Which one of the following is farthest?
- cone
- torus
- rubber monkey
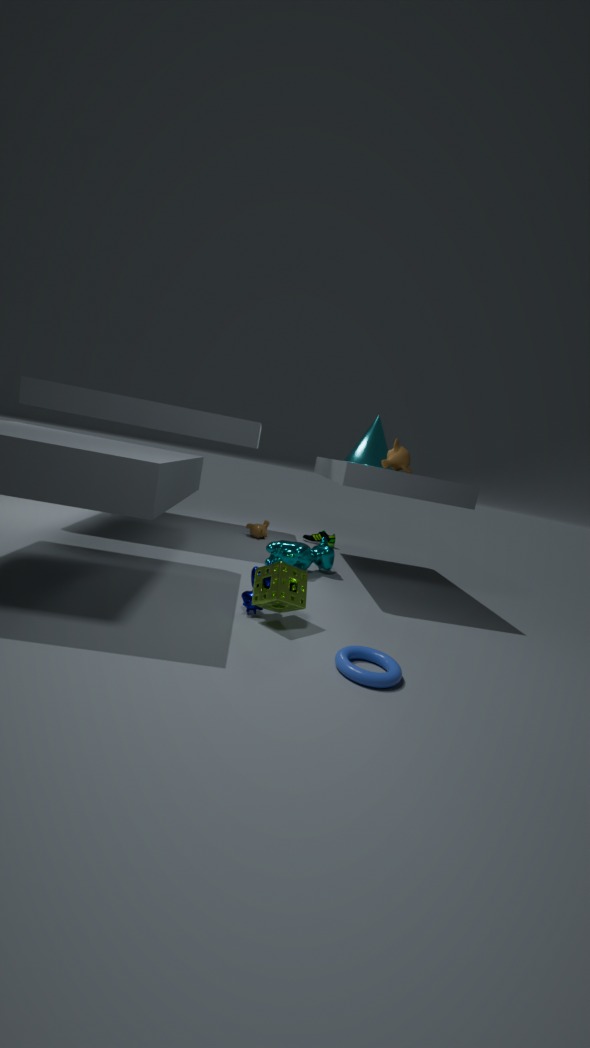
cone
